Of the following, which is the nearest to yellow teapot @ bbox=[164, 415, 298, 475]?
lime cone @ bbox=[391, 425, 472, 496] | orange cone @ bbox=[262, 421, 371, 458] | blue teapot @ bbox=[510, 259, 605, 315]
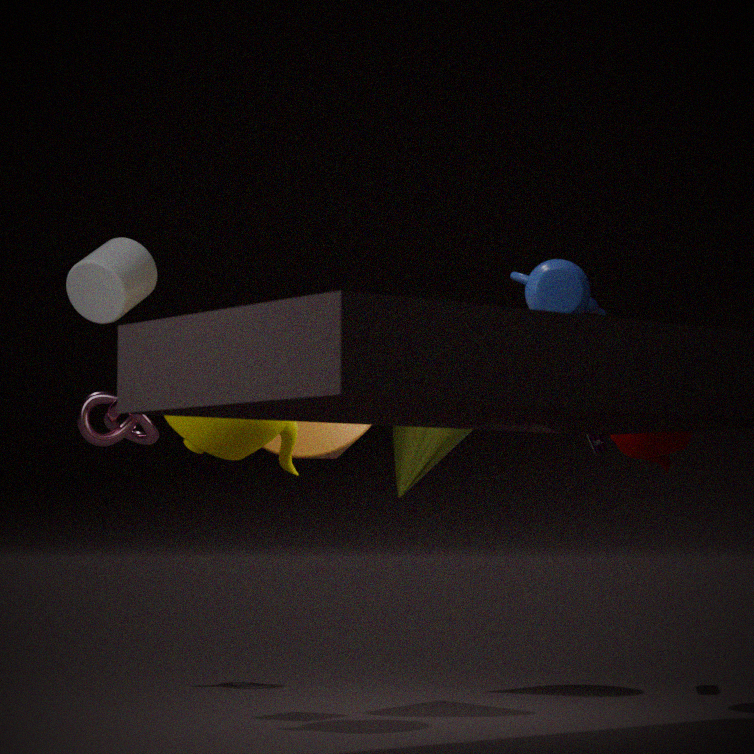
orange cone @ bbox=[262, 421, 371, 458]
